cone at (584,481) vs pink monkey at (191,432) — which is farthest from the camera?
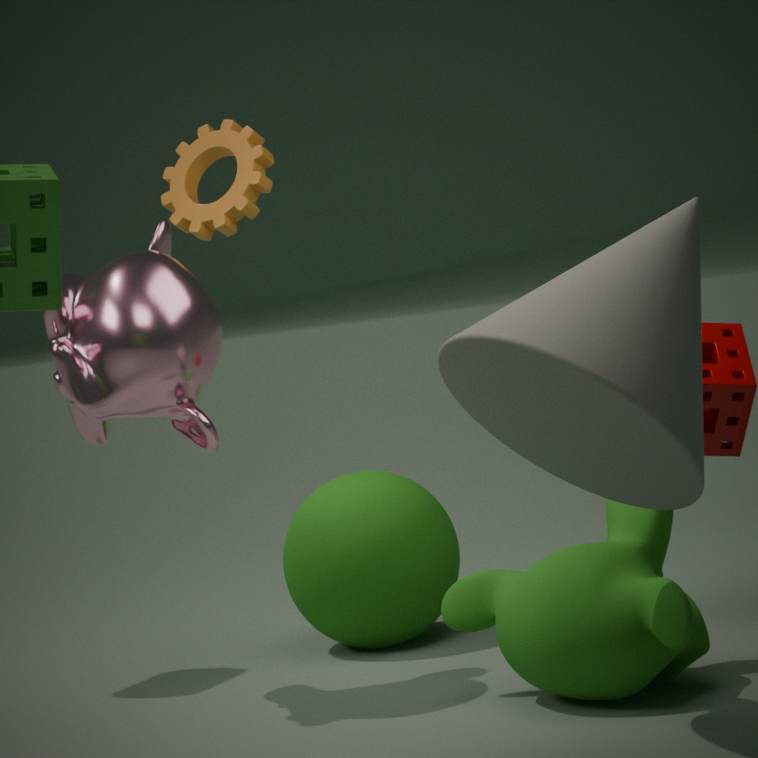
pink monkey at (191,432)
